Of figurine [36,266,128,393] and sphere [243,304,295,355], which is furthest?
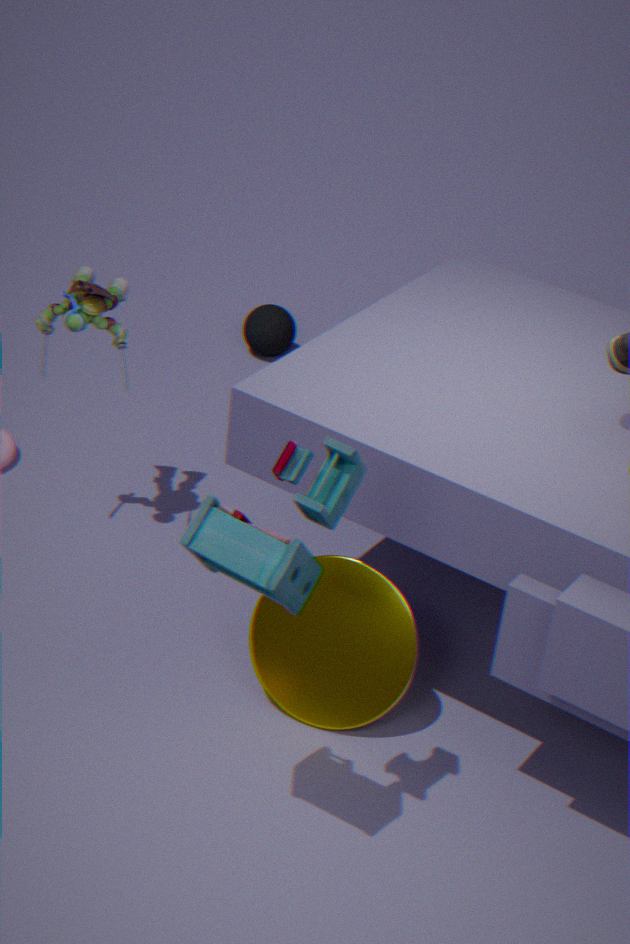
sphere [243,304,295,355]
